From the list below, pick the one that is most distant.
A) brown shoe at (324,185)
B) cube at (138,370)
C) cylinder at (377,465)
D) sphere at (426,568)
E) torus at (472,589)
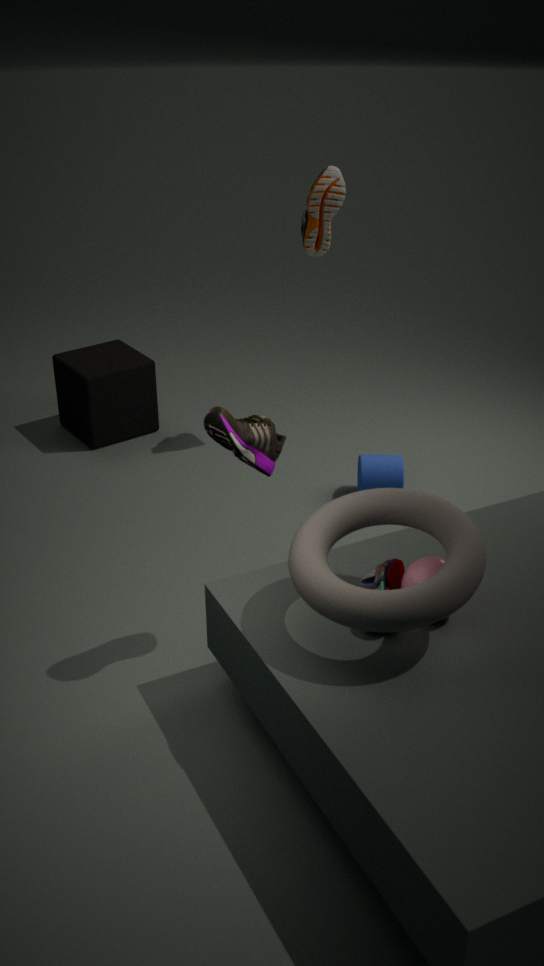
cube at (138,370)
